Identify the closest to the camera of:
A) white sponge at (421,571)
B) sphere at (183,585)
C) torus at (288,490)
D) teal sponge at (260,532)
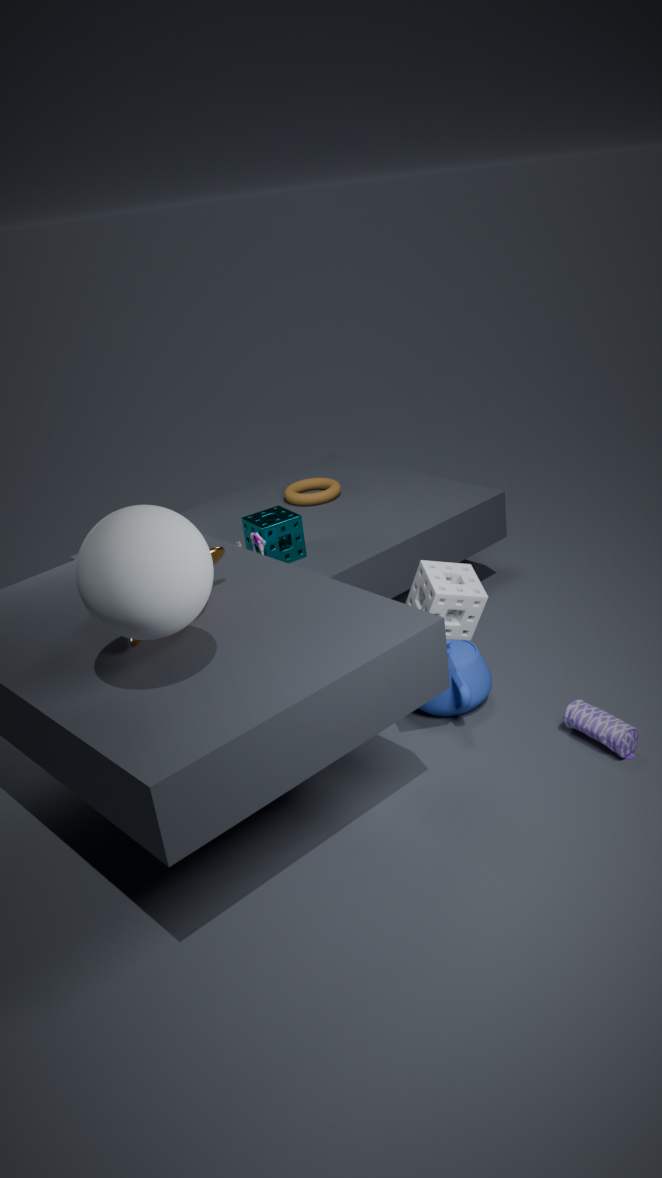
sphere at (183,585)
